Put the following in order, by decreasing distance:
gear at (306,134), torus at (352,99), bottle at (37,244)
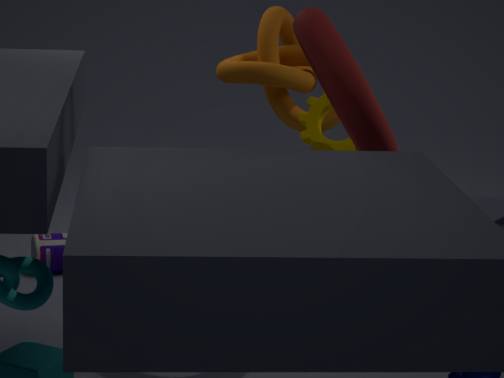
bottle at (37,244), gear at (306,134), torus at (352,99)
